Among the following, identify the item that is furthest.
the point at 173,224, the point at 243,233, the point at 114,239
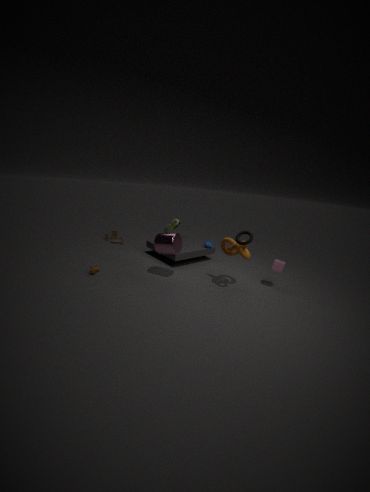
the point at 114,239
